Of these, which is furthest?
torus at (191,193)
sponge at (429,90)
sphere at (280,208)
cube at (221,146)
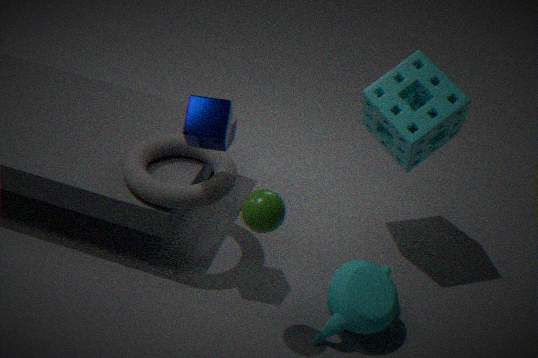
sponge at (429,90)
